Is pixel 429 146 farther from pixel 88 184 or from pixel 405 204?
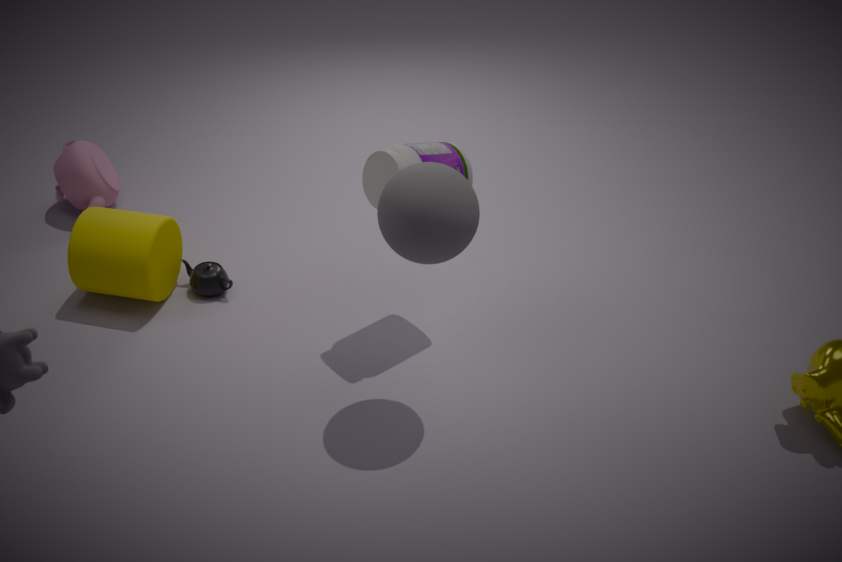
pixel 88 184
